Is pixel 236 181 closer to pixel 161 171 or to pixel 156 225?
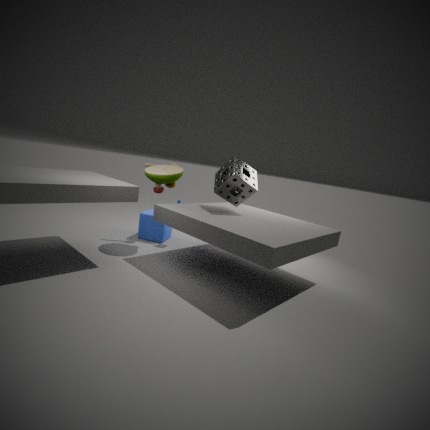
pixel 161 171
